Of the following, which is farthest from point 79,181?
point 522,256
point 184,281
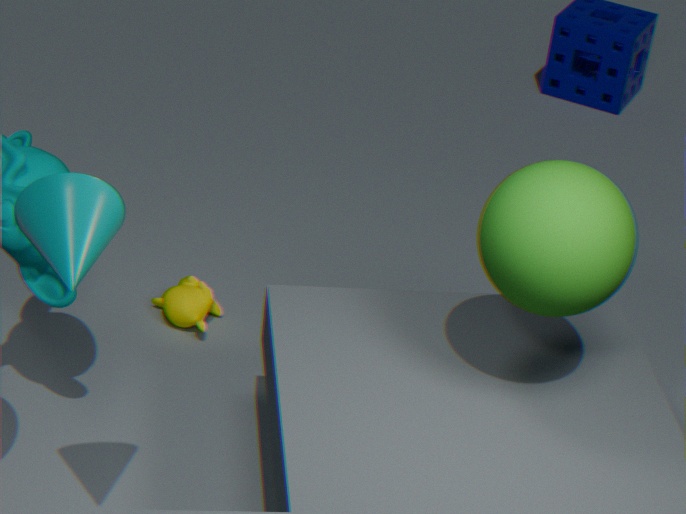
point 184,281
